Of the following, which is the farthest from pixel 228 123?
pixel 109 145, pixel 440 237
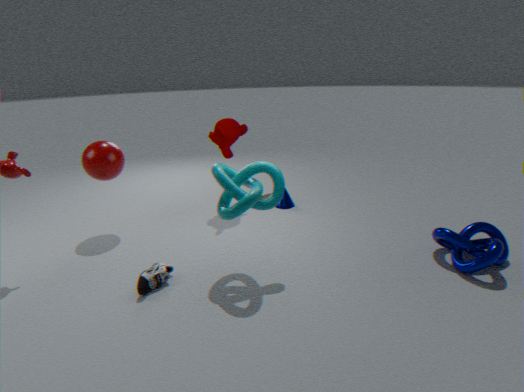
pixel 440 237
